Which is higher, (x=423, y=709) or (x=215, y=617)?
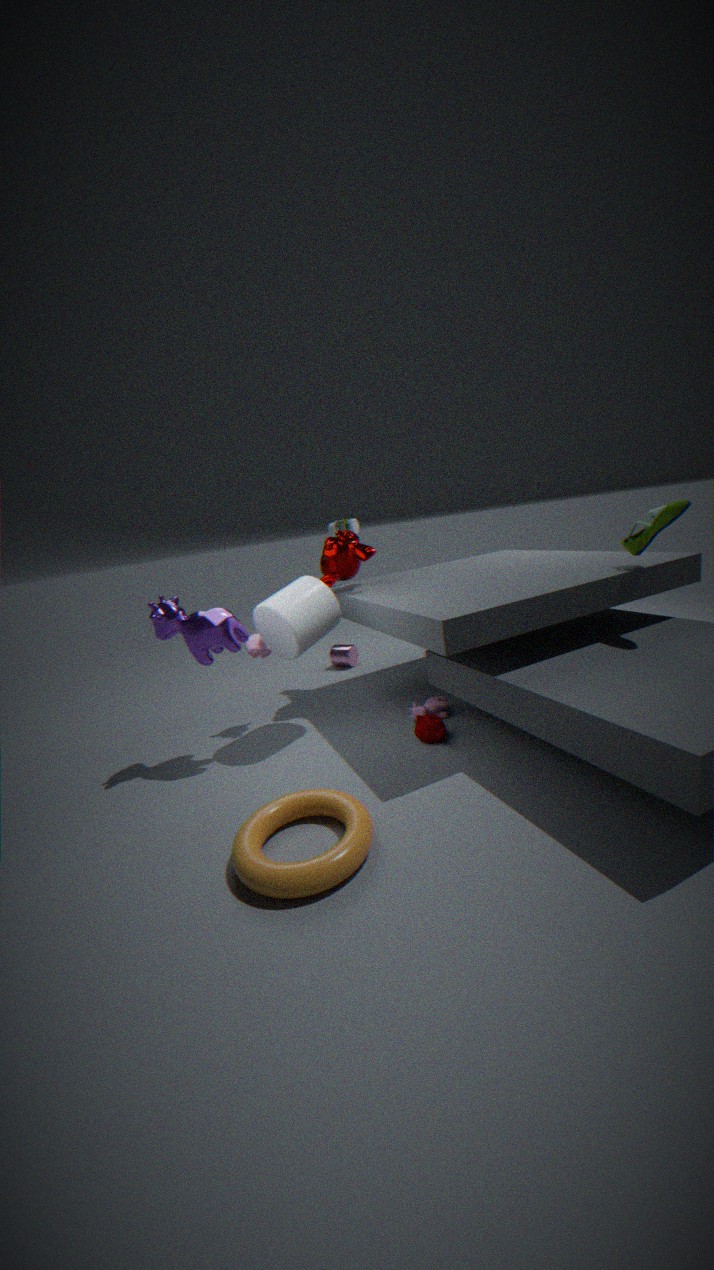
(x=215, y=617)
